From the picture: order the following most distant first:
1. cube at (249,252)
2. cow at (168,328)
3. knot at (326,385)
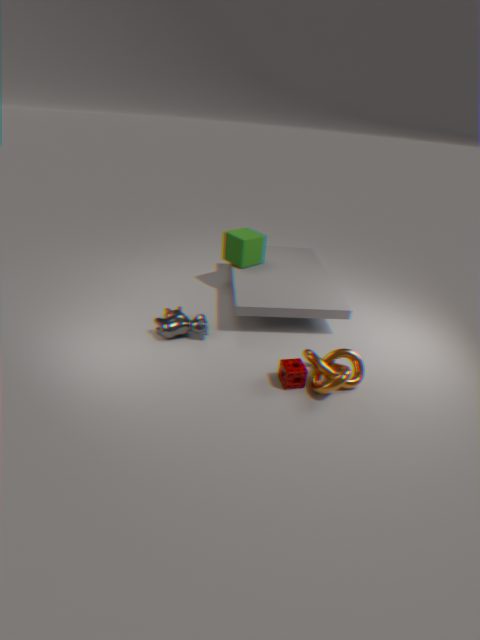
cube at (249,252)
cow at (168,328)
knot at (326,385)
